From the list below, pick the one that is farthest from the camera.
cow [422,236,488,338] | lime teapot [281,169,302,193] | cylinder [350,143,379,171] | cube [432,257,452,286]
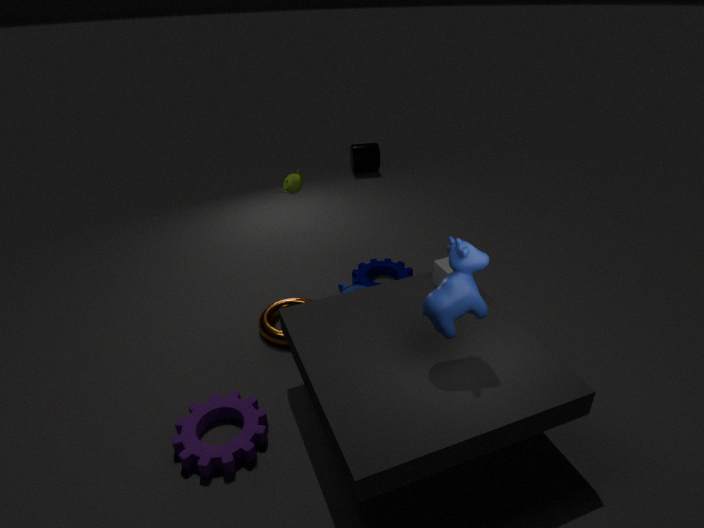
cylinder [350,143,379,171]
